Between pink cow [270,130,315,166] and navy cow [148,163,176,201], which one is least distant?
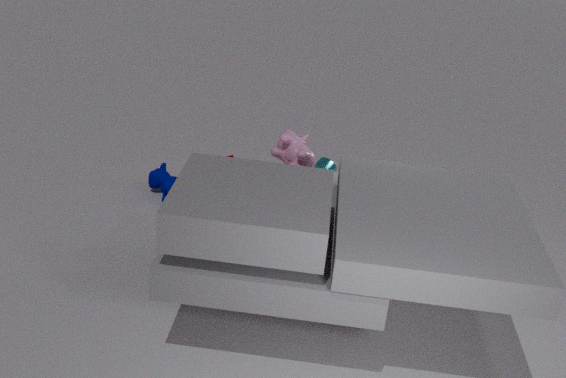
pink cow [270,130,315,166]
